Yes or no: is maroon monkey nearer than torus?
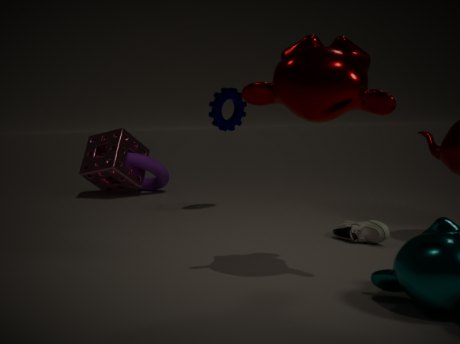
Yes
